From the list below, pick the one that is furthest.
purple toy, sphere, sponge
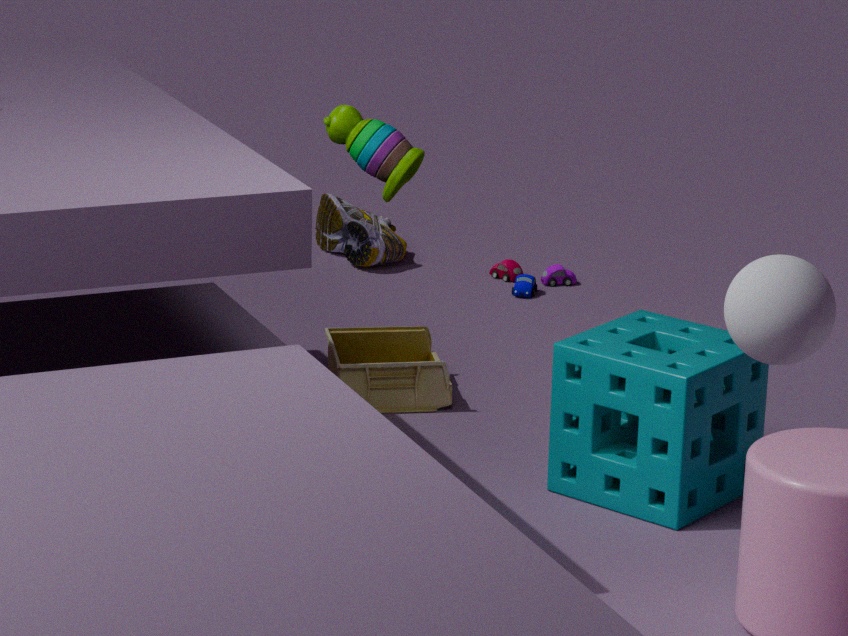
purple toy
